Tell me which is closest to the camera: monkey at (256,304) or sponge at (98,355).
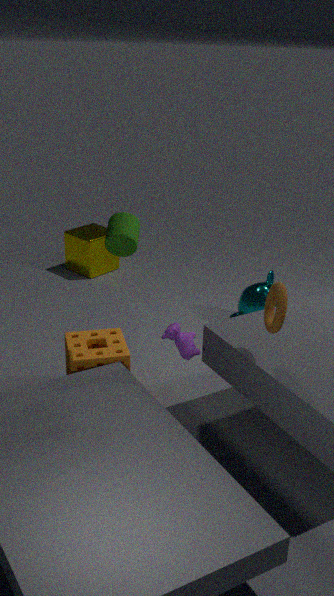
sponge at (98,355)
